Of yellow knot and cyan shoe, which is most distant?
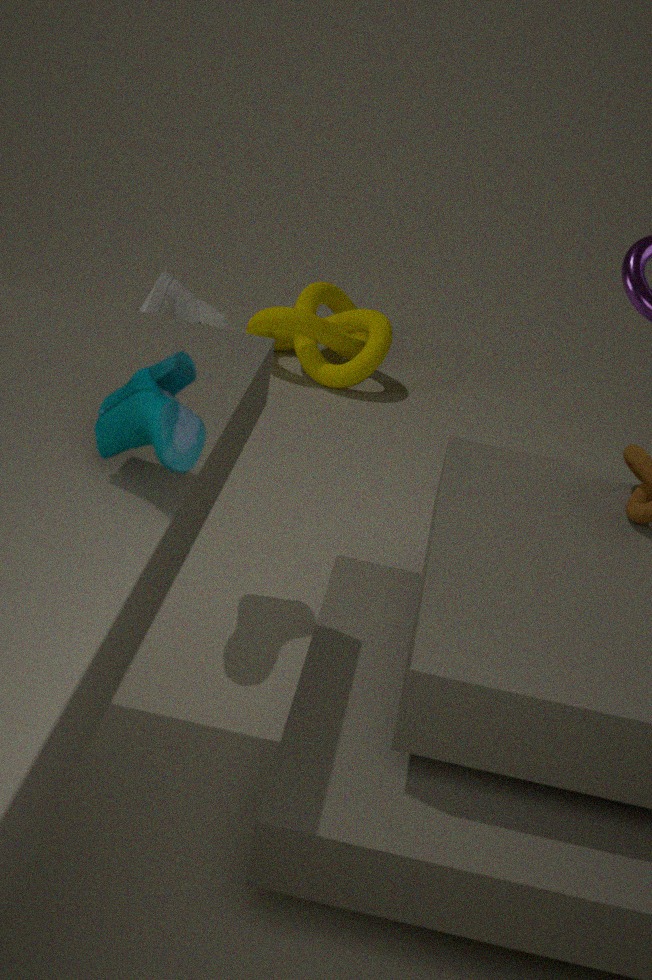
yellow knot
